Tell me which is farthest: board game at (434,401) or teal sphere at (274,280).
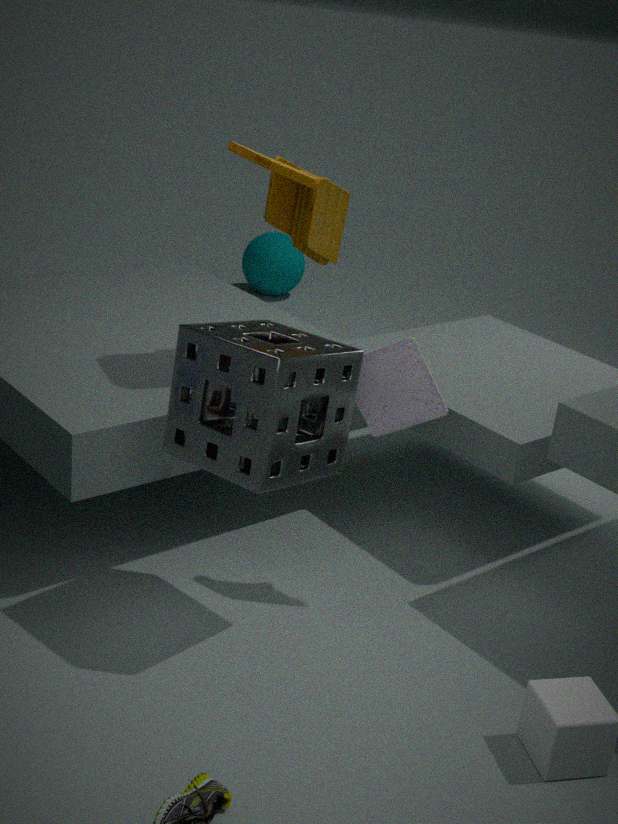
teal sphere at (274,280)
